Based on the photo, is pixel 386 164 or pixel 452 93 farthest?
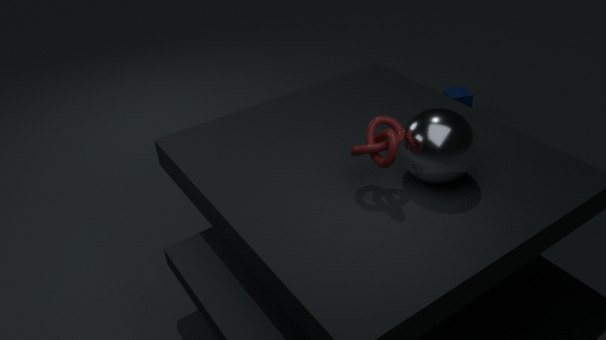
pixel 452 93
